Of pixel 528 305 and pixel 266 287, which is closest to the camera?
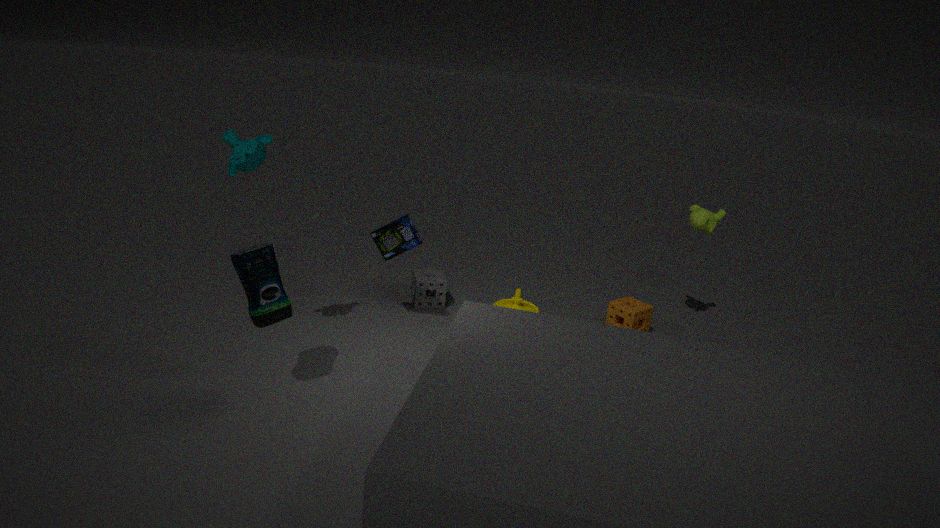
pixel 266 287
